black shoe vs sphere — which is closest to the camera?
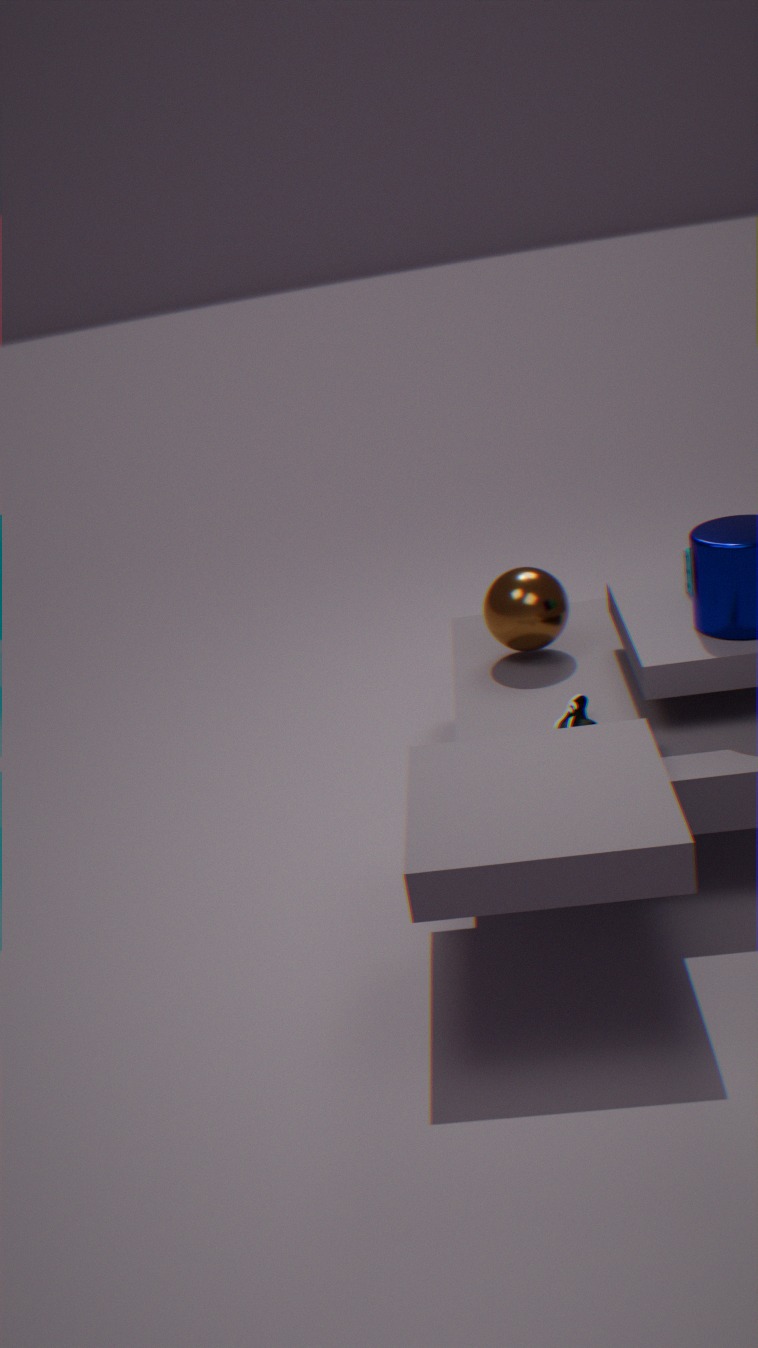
black shoe
